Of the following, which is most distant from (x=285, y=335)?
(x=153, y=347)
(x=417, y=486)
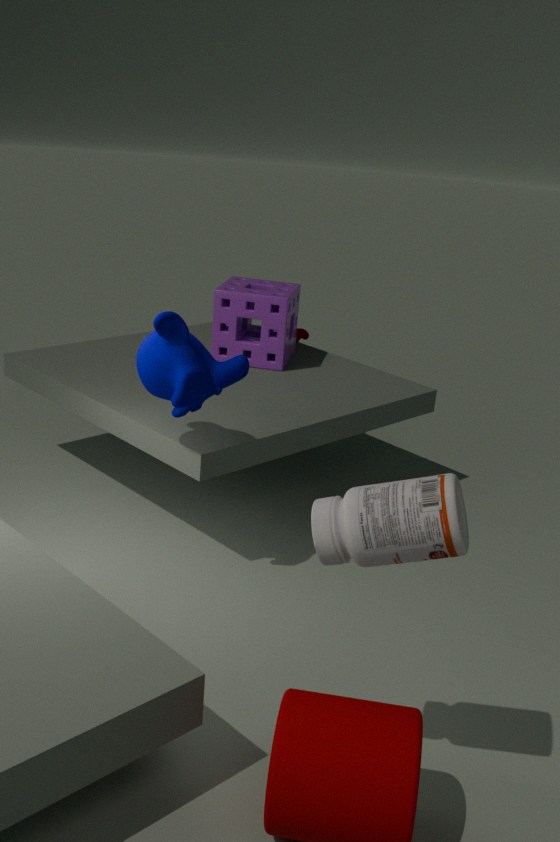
(x=417, y=486)
